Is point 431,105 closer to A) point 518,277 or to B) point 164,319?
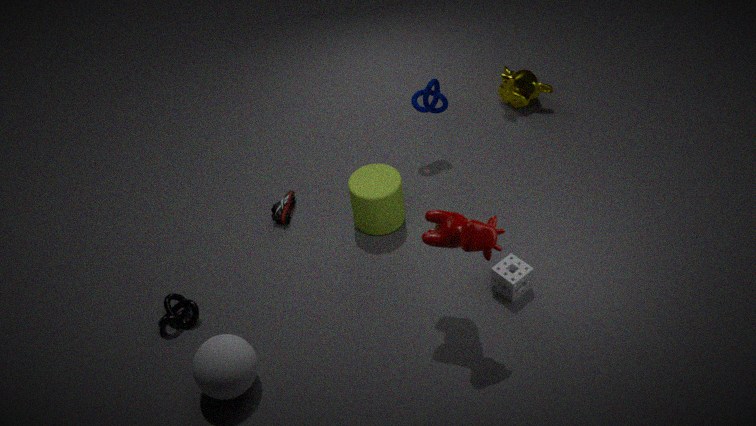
A) point 518,277
